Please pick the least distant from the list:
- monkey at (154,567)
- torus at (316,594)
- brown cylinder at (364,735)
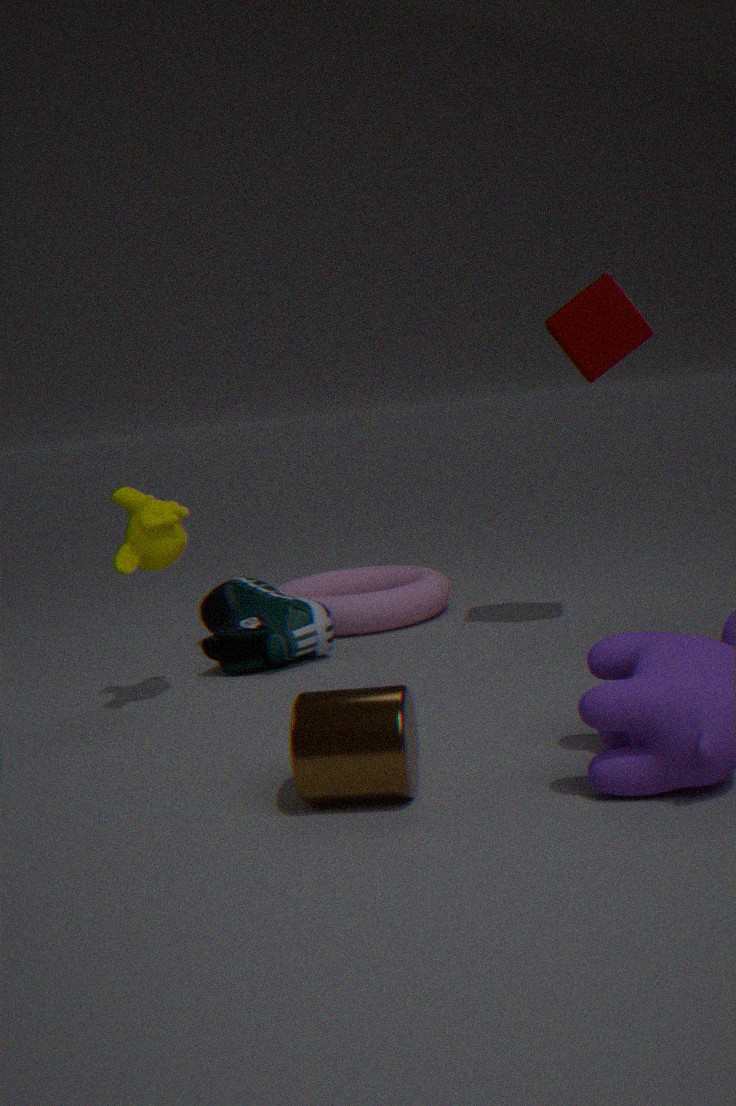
brown cylinder at (364,735)
